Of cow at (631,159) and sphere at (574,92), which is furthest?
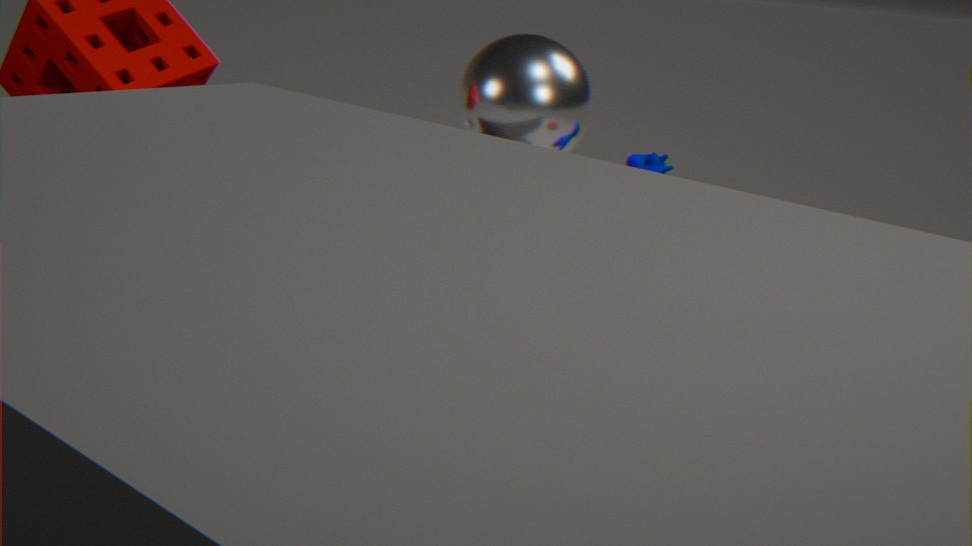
cow at (631,159)
